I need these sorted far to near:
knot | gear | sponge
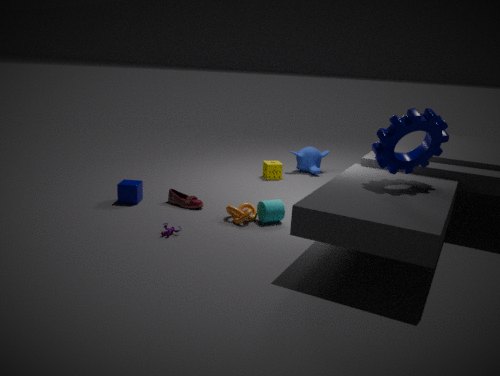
sponge < knot < gear
